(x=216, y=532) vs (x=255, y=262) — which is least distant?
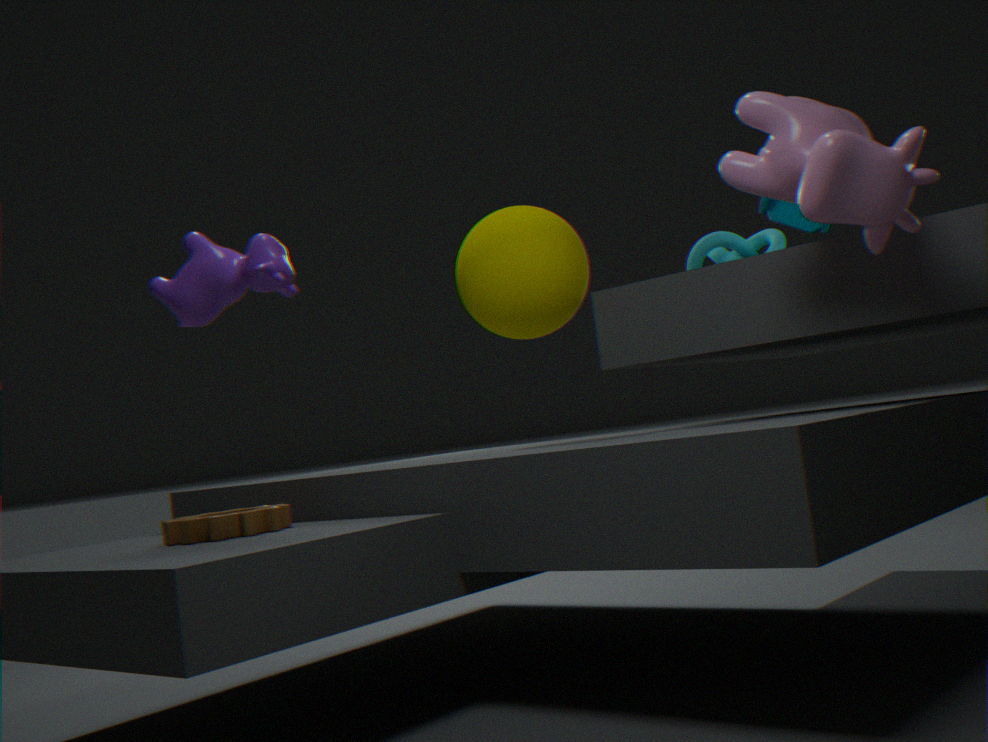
(x=255, y=262)
